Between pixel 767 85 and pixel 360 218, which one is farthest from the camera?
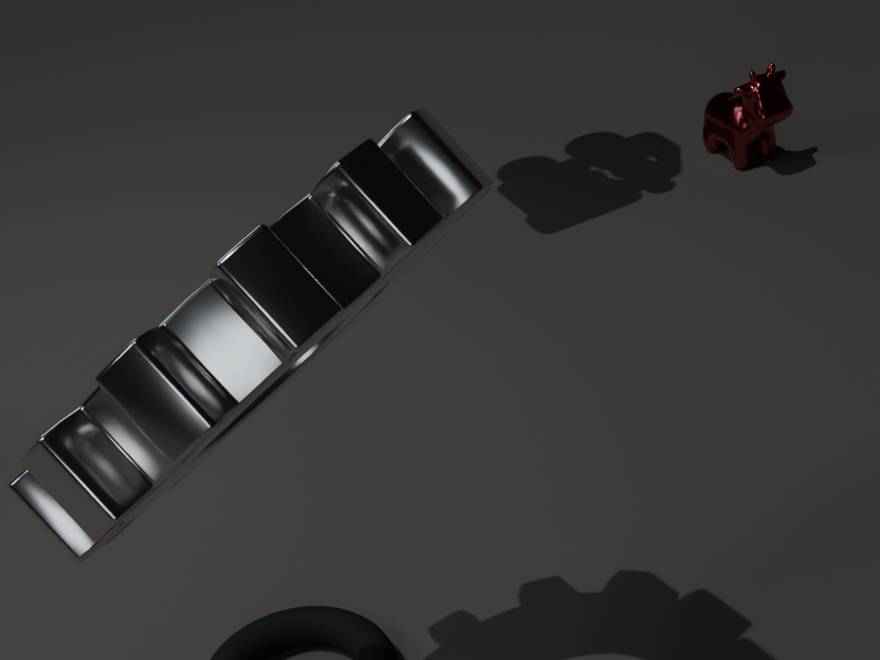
pixel 767 85
